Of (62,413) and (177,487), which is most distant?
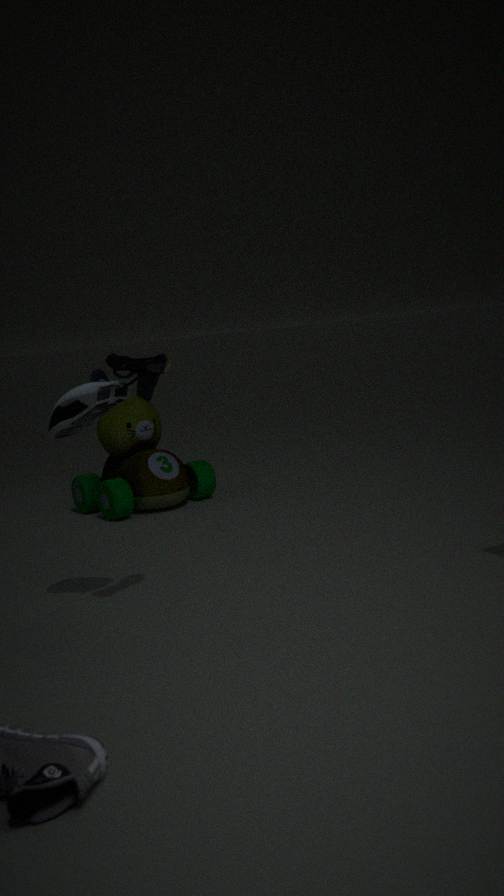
Result: (177,487)
